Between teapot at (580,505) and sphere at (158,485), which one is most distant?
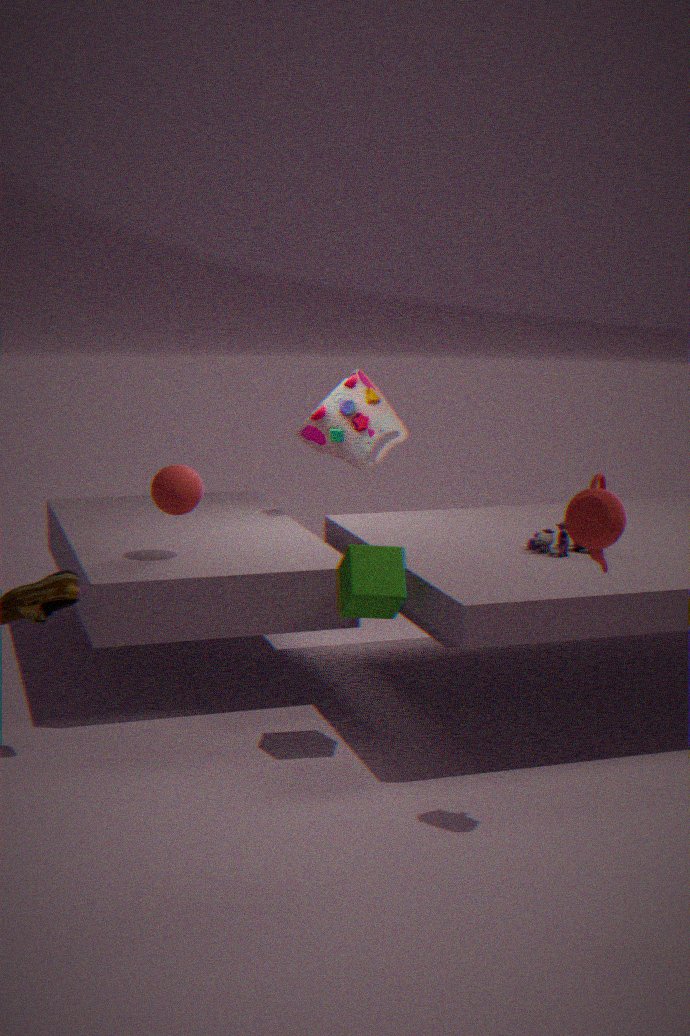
sphere at (158,485)
